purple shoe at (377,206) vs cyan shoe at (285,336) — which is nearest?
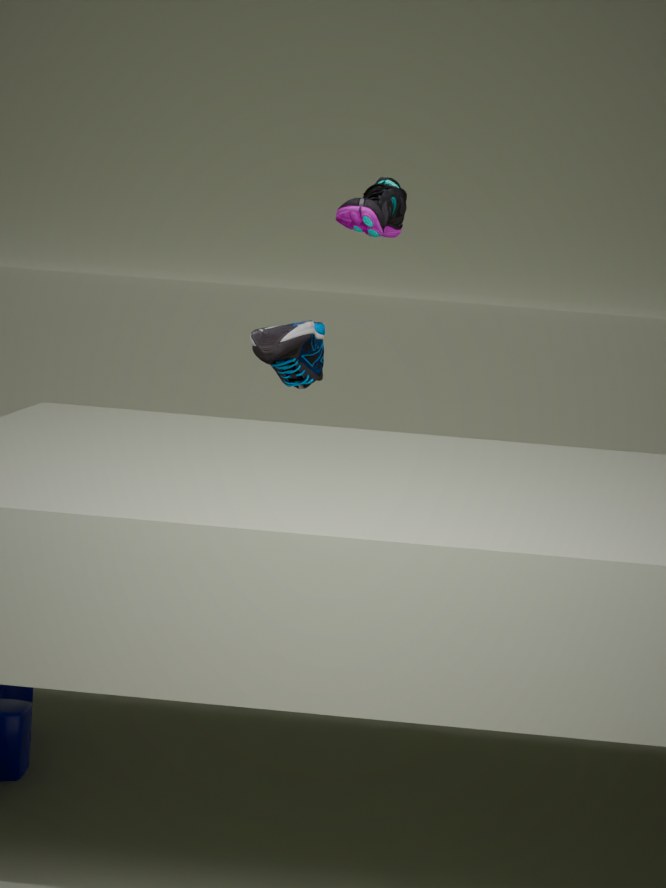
purple shoe at (377,206)
